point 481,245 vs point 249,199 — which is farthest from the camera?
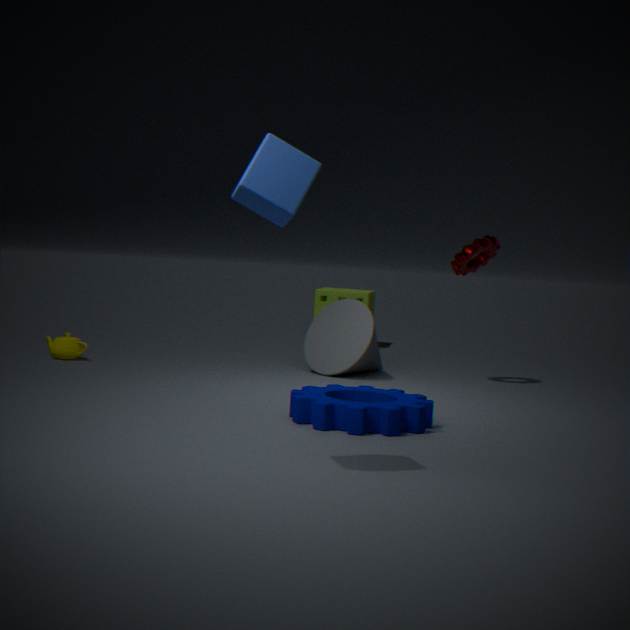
point 481,245
